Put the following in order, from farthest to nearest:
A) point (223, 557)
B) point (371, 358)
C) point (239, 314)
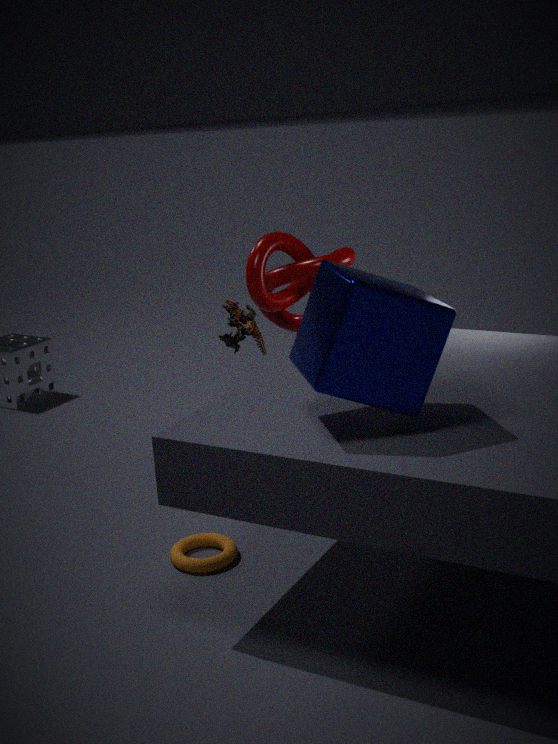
point (239, 314) < point (223, 557) < point (371, 358)
